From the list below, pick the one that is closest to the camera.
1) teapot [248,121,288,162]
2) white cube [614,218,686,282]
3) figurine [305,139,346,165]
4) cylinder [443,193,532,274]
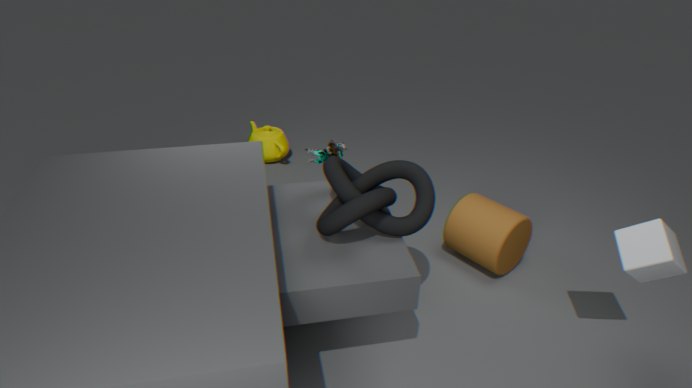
2. white cube [614,218,686,282]
